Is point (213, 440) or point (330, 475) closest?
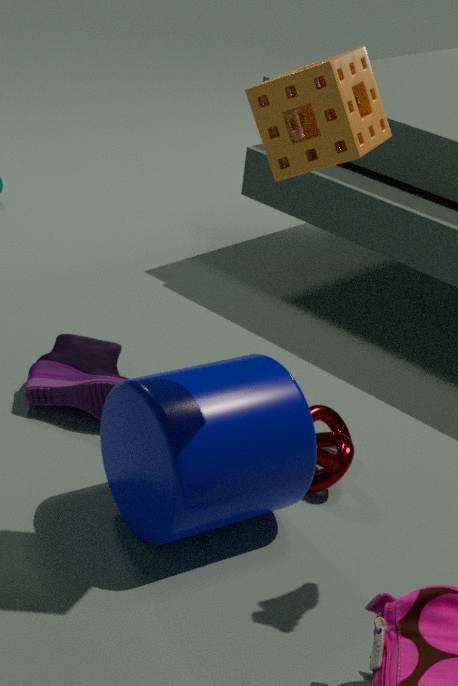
point (213, 440)
